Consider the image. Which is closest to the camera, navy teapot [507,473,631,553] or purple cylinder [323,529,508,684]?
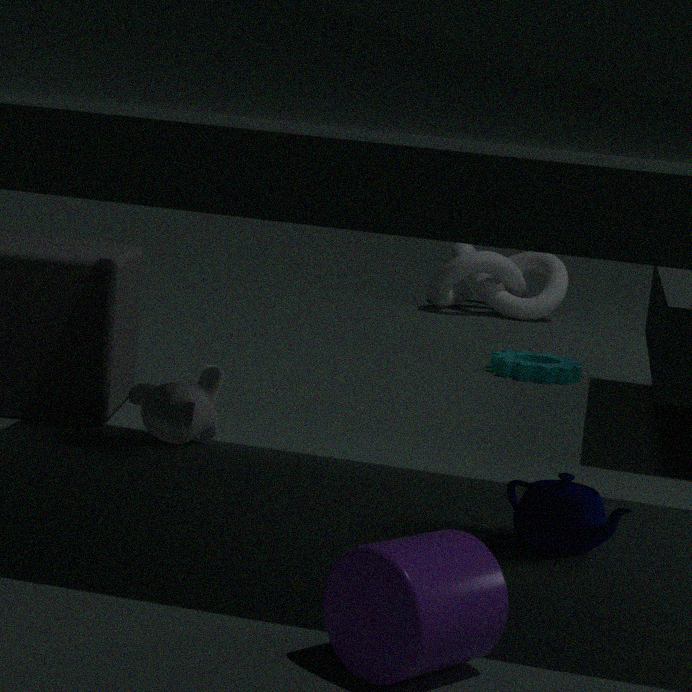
purple cylinder [323,529,508,684]
